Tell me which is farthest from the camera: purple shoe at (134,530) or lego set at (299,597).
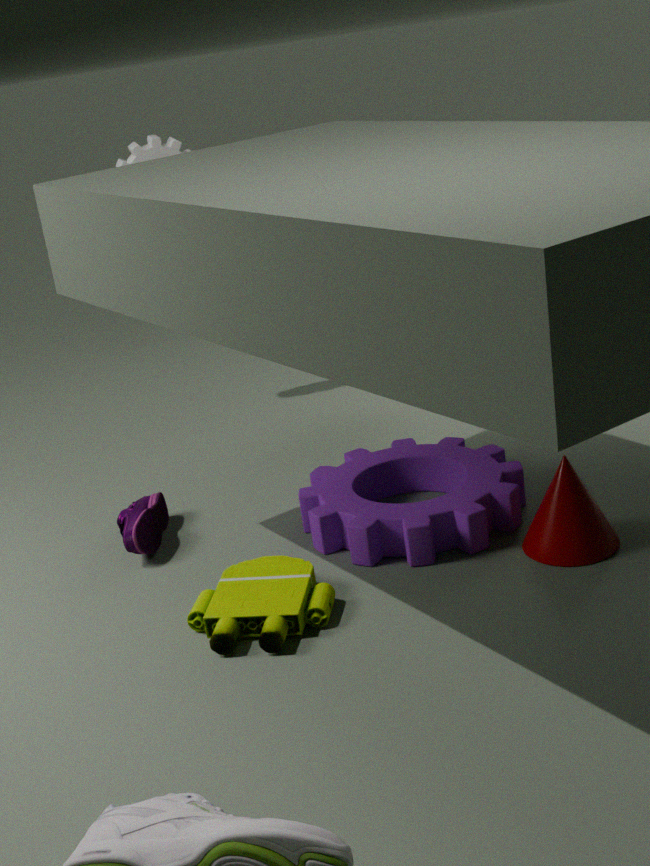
purple shoe at (134,530)
